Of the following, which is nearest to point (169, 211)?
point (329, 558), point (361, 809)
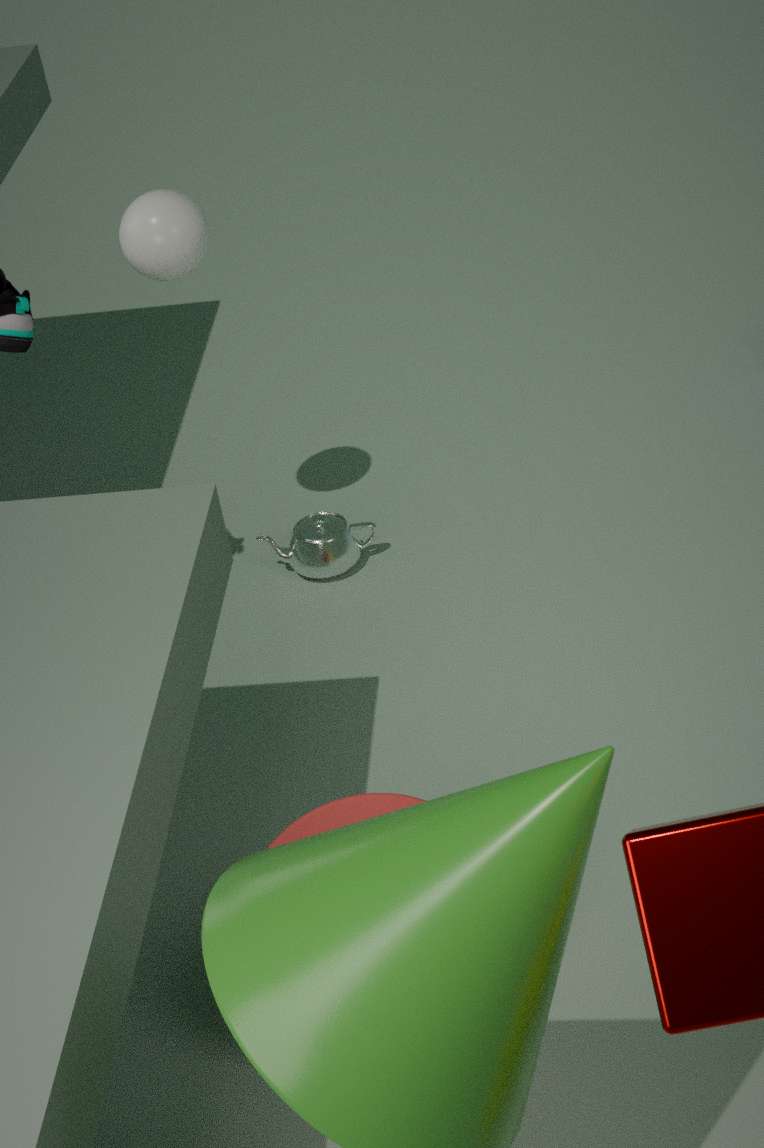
point (329, 558)
